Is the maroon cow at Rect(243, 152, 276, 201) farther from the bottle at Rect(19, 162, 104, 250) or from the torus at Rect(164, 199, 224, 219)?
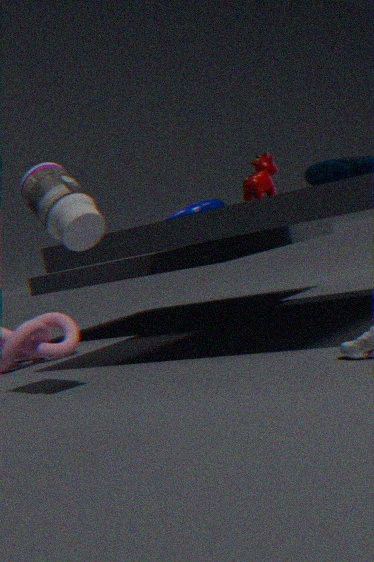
the torus at Rect(164, 199, 224, 219)
